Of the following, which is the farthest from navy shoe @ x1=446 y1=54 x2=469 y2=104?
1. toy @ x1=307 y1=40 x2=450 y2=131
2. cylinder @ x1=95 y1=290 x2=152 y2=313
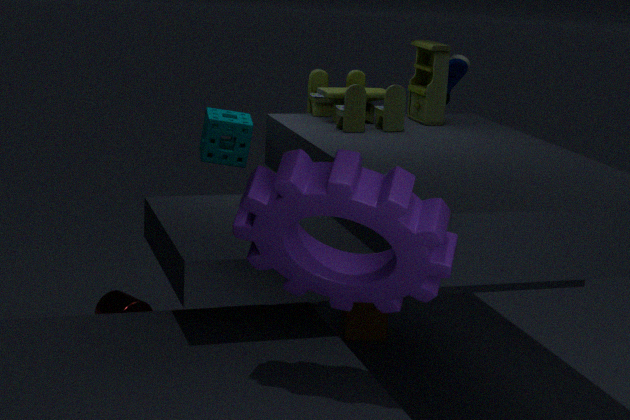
cylinder @ x1=95 y1=290 x2=152 y2=313
